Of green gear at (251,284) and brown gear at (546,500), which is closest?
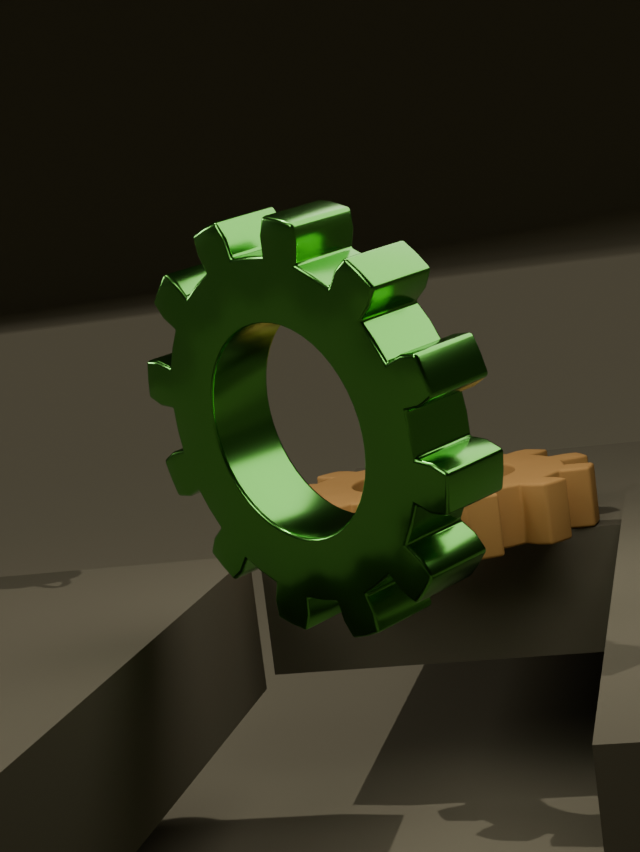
green gear at (251,284)
